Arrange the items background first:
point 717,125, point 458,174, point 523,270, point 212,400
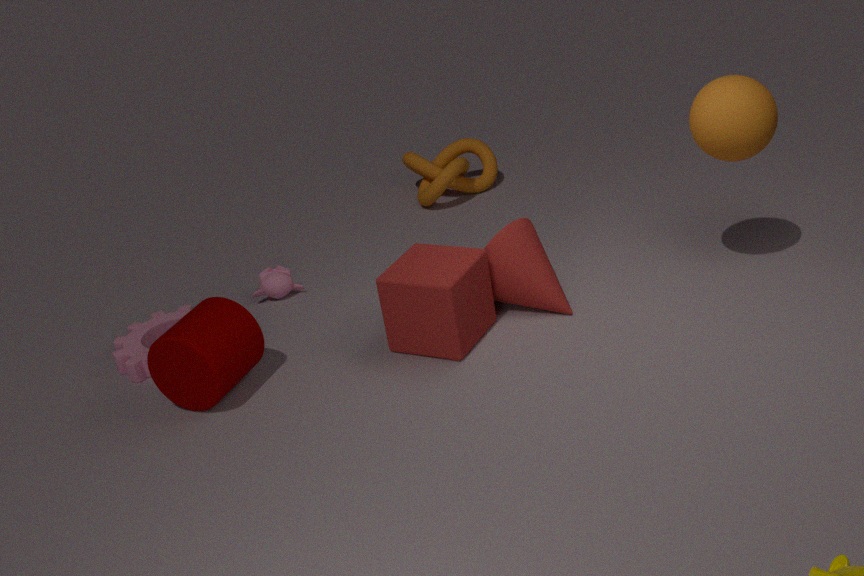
point 458,174 < point 523,270 < point 212,400 < point 717,125
